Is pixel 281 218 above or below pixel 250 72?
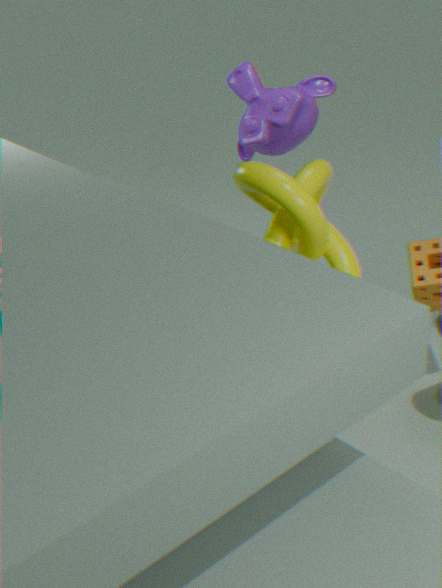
below
